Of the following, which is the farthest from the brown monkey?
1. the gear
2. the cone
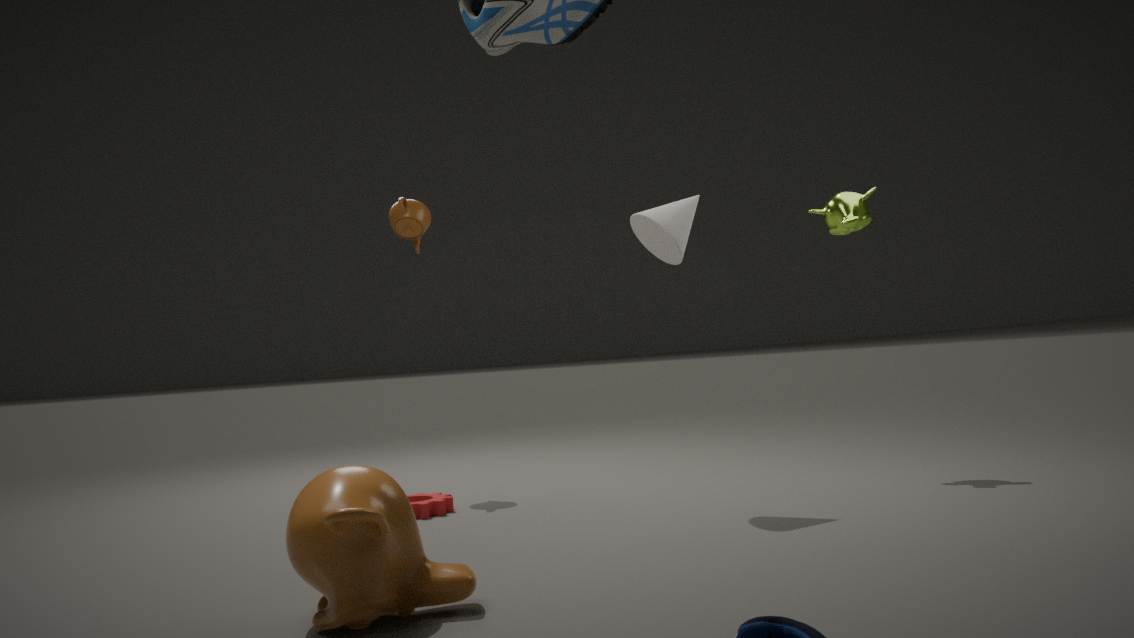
the cone
